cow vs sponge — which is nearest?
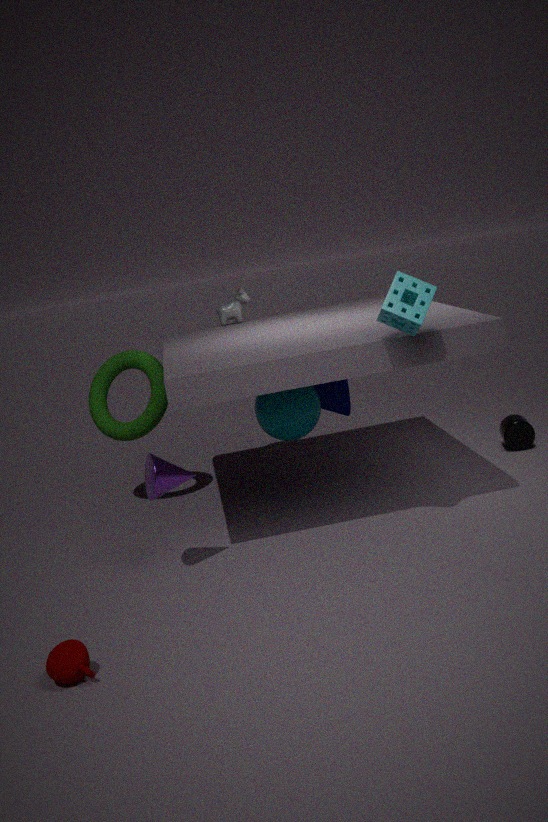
sponge
